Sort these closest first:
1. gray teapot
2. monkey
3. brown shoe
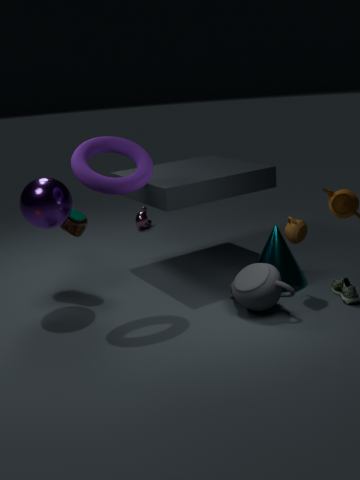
gray teapot < brown shoe < monkey
